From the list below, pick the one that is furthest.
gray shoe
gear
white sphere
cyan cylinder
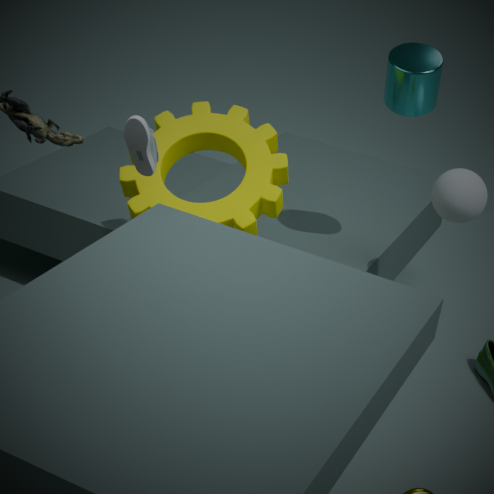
cyan cylinder
